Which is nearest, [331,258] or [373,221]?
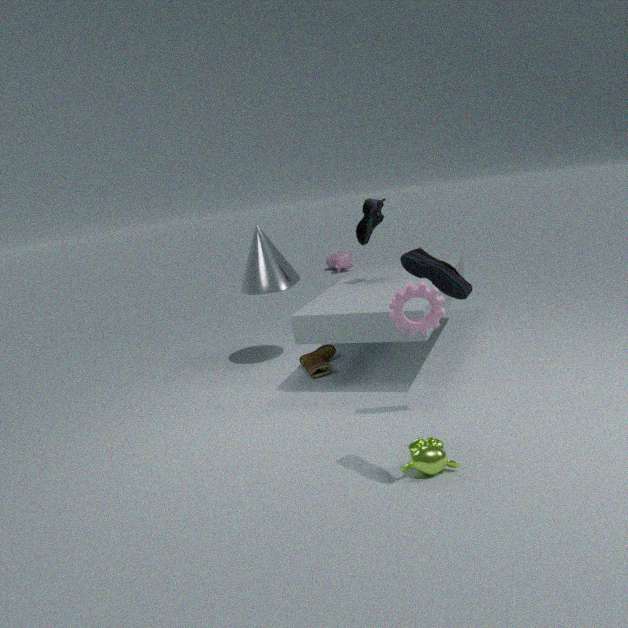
[373,221]
